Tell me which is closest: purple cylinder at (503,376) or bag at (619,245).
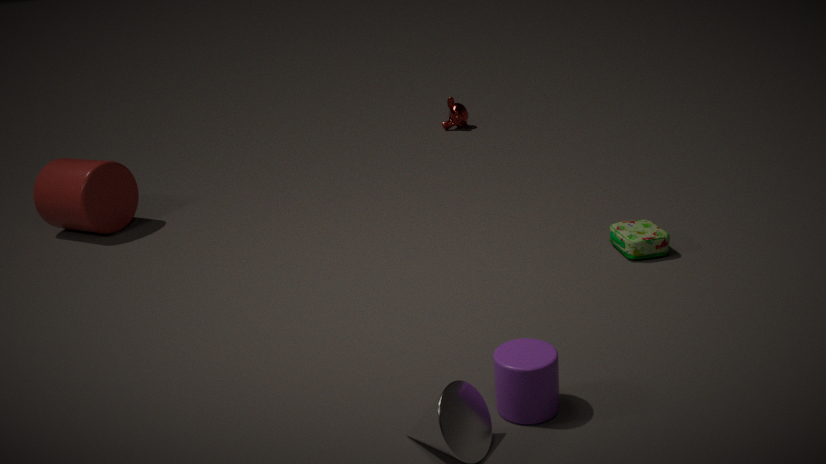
purple cylinder at (503,376)
